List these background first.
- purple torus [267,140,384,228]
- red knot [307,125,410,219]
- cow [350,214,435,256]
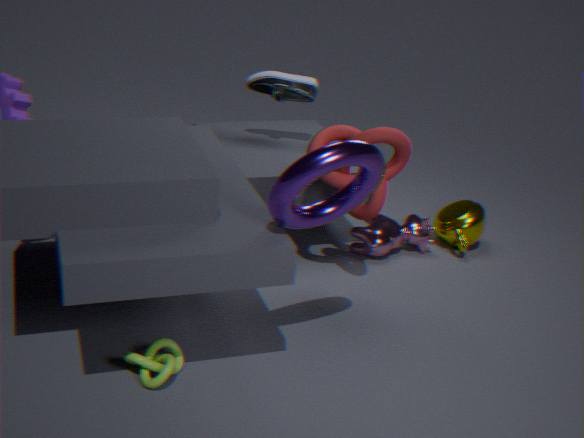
cow [350,214,435,256]
red knot [307,125,410,219]
purple torus [267,140,384,228]
